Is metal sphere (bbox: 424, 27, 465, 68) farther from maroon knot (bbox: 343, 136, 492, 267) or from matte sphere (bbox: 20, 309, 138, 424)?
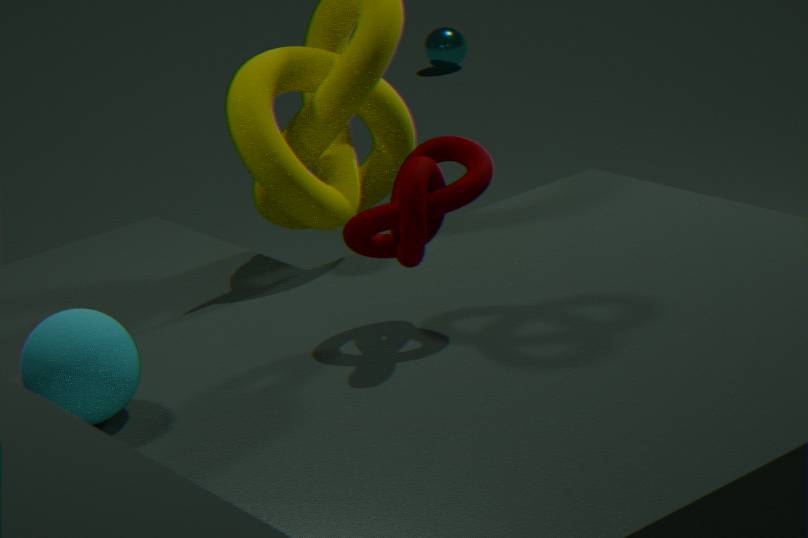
matte sphere (bbox: 20, 309, 138, 424)
